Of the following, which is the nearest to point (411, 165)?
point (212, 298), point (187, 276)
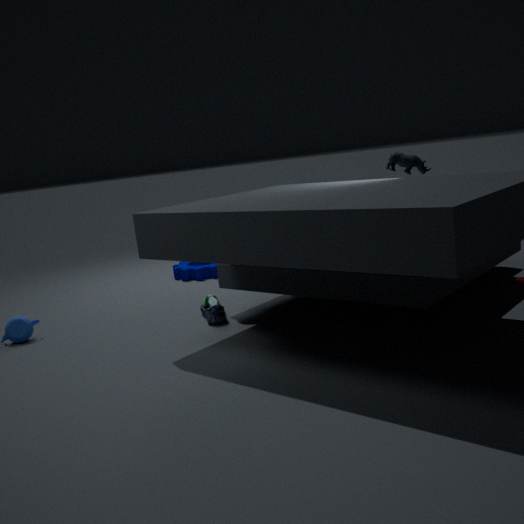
point (212, 298)
